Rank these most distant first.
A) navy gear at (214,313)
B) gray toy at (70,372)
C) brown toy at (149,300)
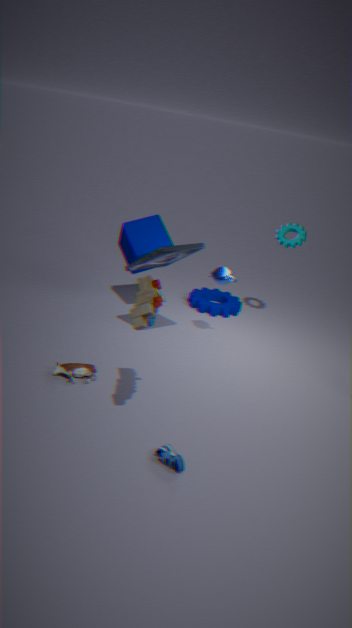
navy gear at (214,313)
gray toy at (70,372)
brown toy at (149,300)
